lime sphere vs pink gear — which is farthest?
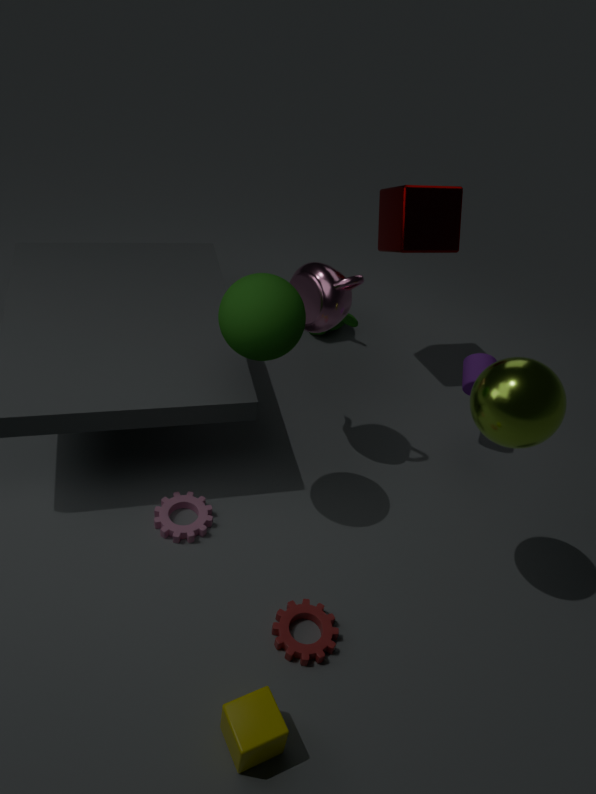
pink gear
